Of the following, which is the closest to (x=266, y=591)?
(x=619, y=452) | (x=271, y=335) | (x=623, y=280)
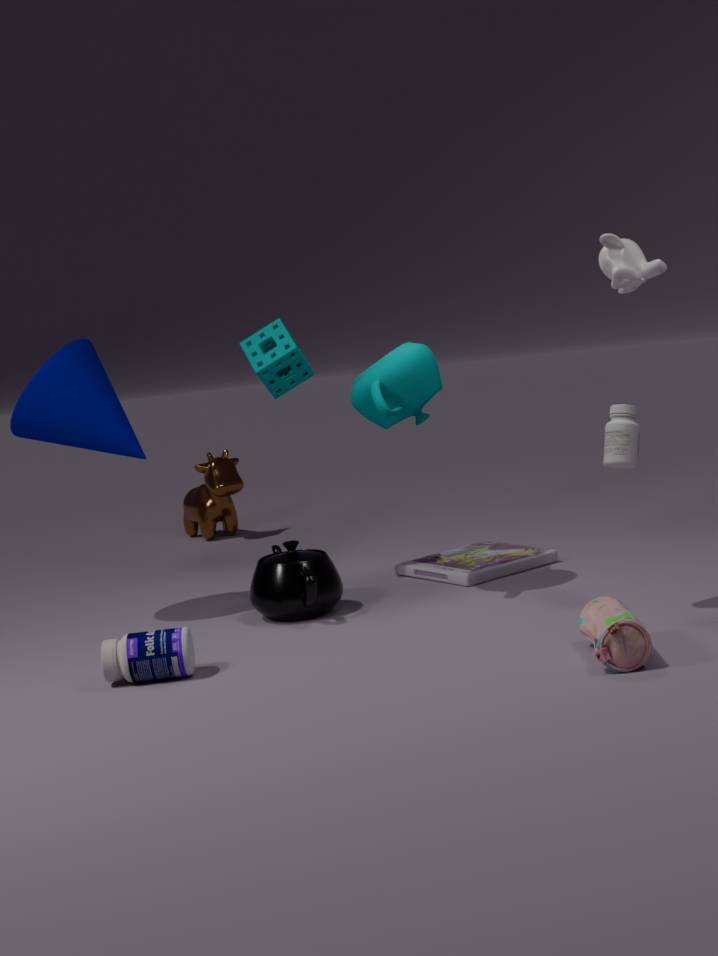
(x=271, y=335)
